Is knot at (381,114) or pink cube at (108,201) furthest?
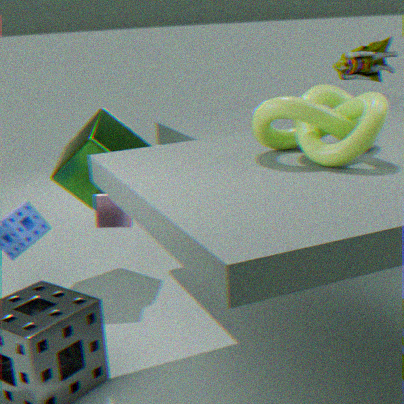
pink cube at (108,201)
